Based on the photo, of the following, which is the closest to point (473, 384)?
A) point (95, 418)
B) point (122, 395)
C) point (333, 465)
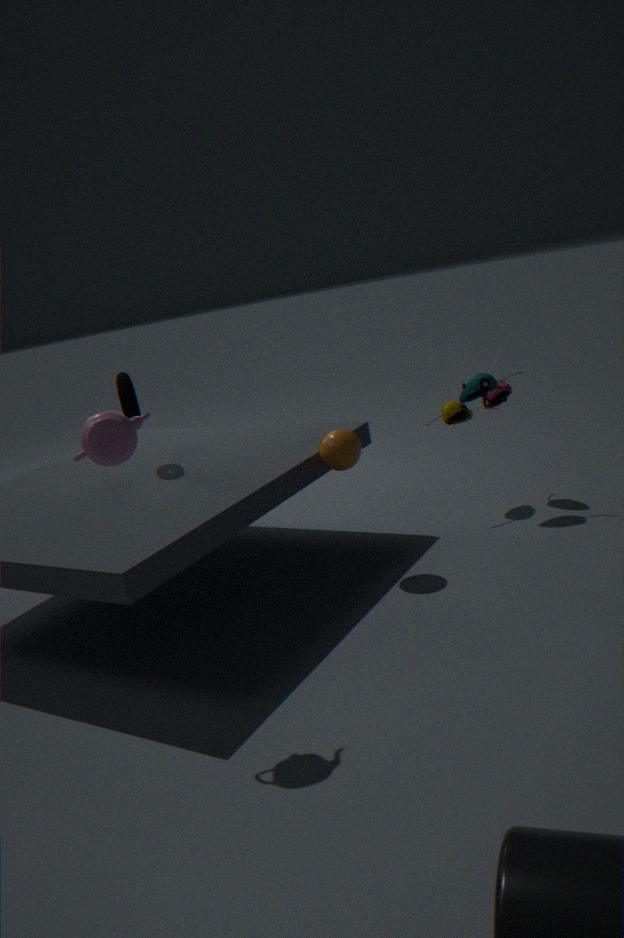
point (333, 465)
